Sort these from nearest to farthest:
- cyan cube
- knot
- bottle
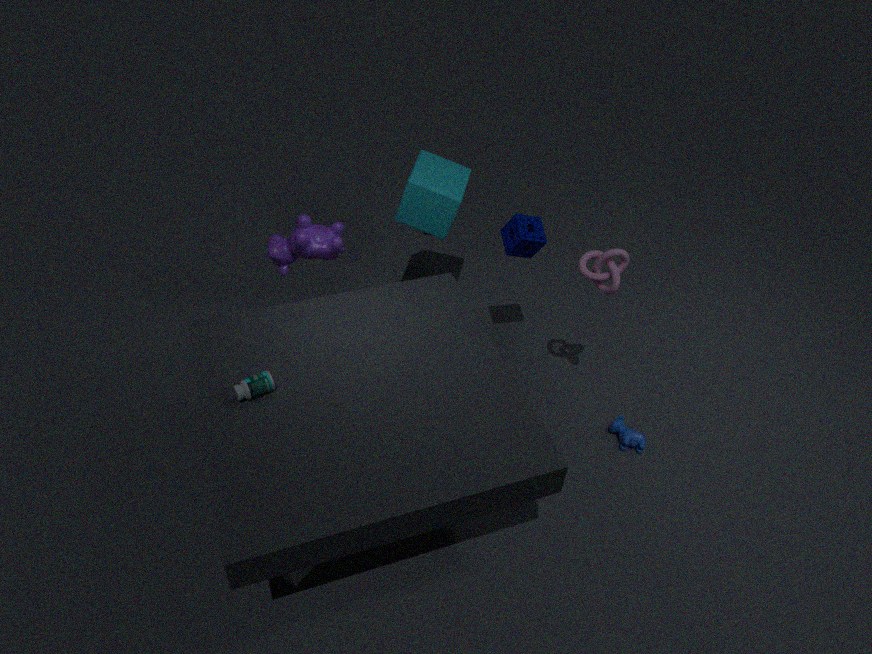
bottle → knot → cyan cube
